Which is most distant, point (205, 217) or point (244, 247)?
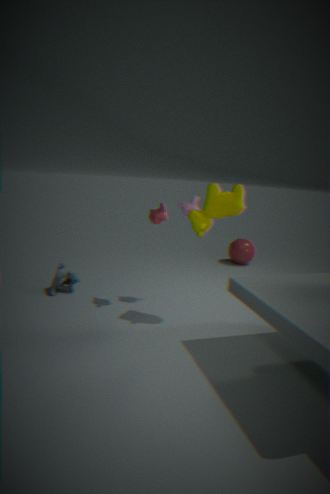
point (244, 247)
